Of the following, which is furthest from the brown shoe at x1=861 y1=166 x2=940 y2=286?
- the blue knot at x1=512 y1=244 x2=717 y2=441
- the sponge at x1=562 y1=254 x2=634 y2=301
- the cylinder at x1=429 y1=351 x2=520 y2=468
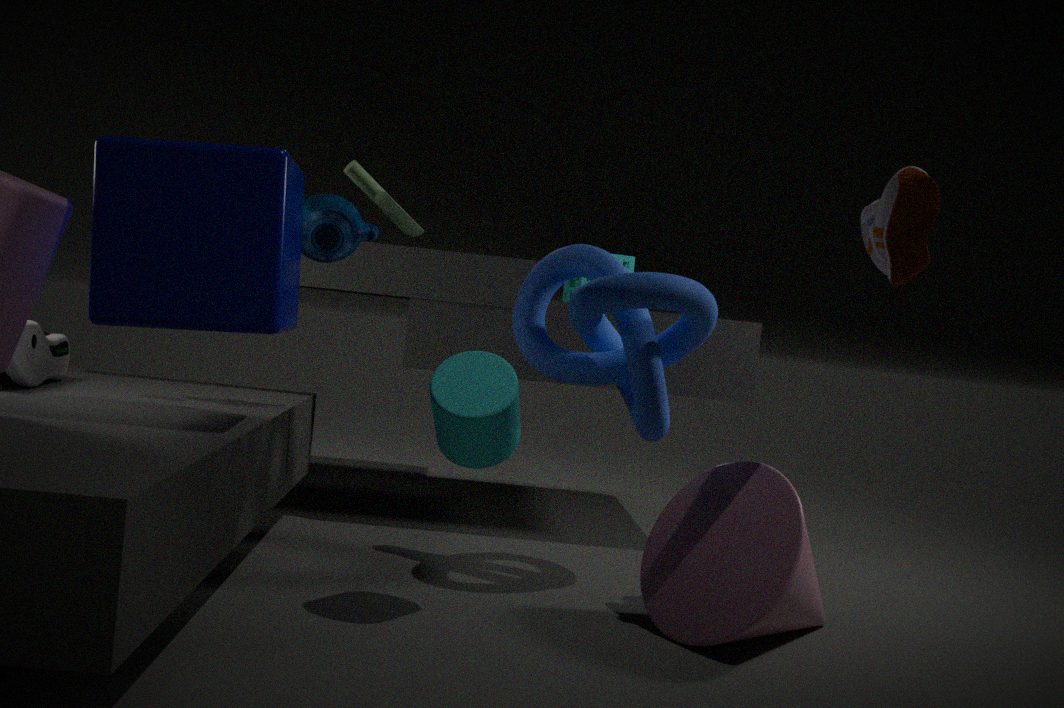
the sponge at x1=562 y1=254 x2=634 y2=301
